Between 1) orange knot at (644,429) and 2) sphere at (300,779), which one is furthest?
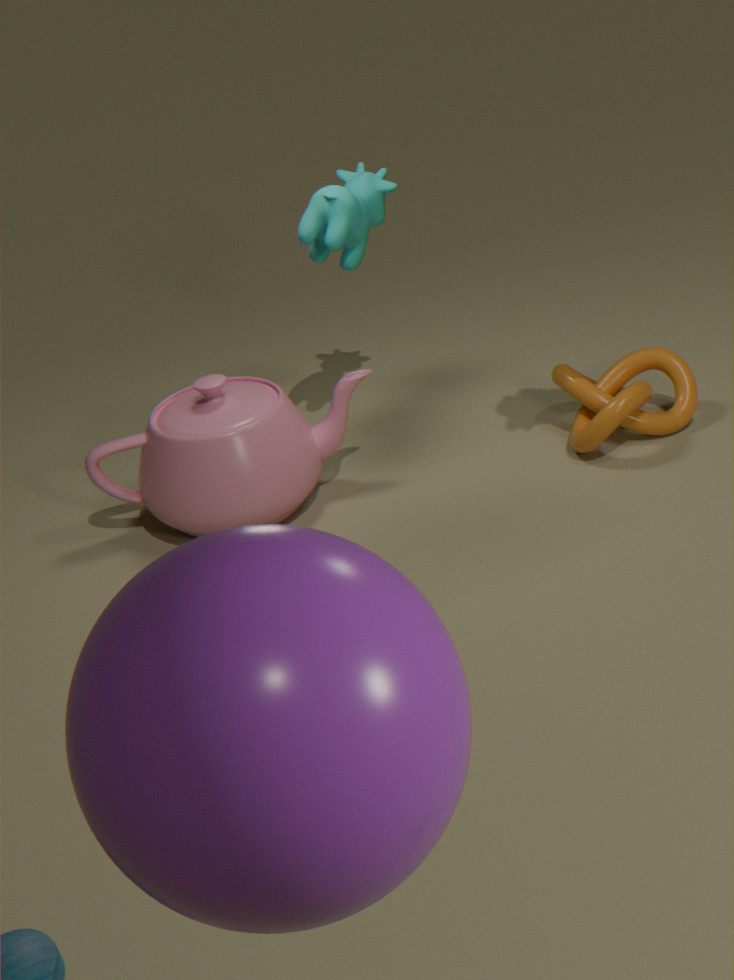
1. orange knot at (644,429)
